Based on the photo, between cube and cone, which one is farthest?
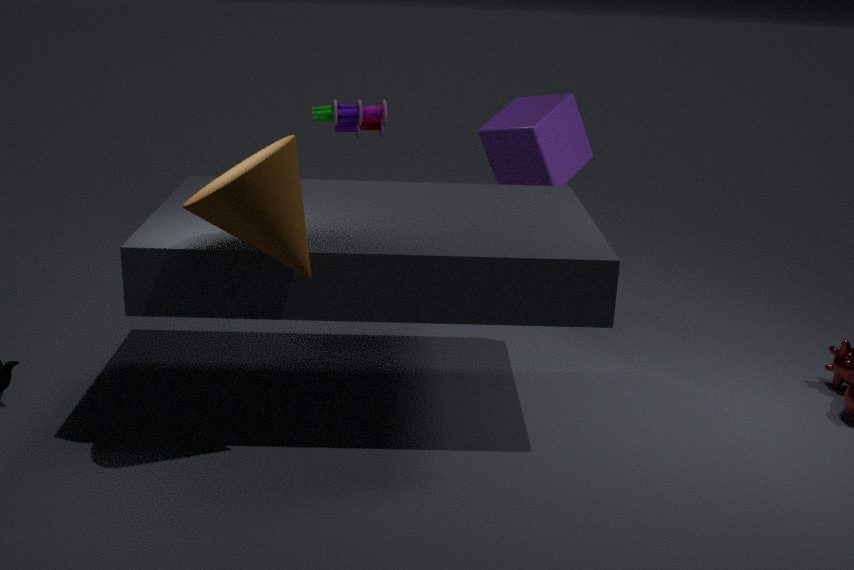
cube
